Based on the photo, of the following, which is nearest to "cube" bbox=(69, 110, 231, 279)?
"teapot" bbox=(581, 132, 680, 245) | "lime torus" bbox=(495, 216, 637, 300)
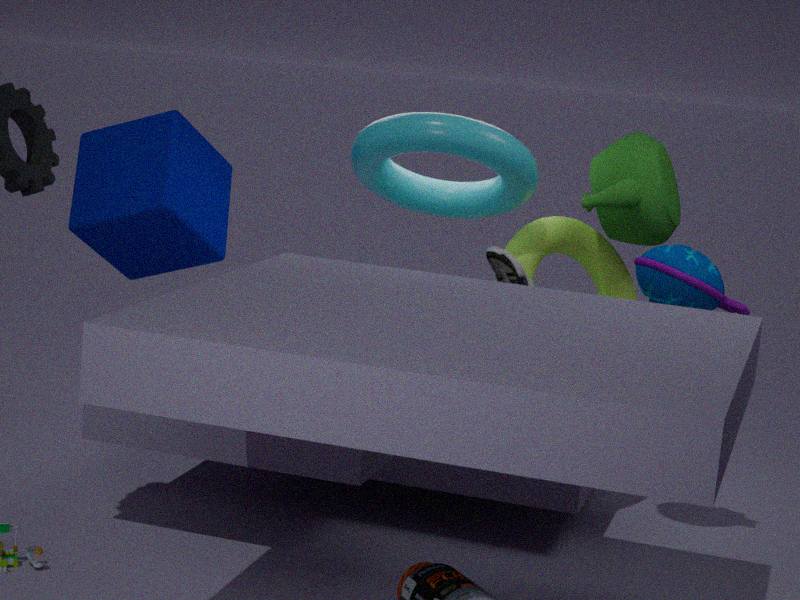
"lime torus" bbox=(495, 216, 637, 300)
